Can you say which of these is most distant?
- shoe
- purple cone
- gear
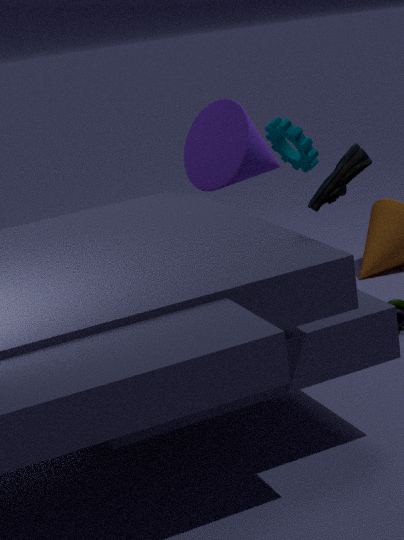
purple cone
